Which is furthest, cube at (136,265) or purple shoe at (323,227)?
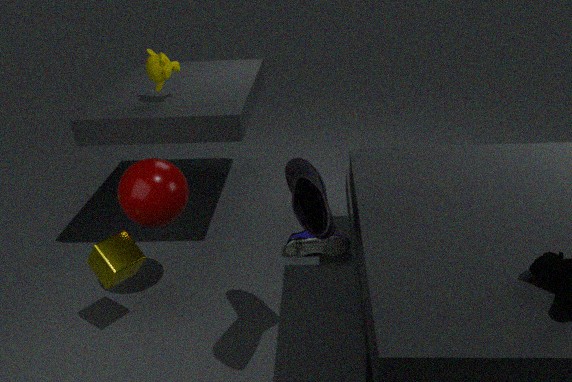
cube at (136,265)
